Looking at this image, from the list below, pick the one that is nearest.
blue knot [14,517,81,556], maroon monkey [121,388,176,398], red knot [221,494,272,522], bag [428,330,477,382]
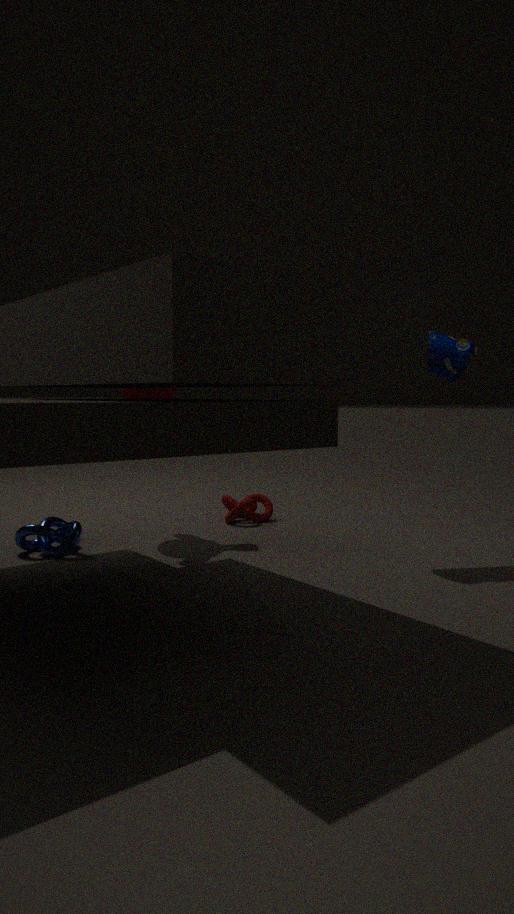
blue knot [14,517,81,556]
